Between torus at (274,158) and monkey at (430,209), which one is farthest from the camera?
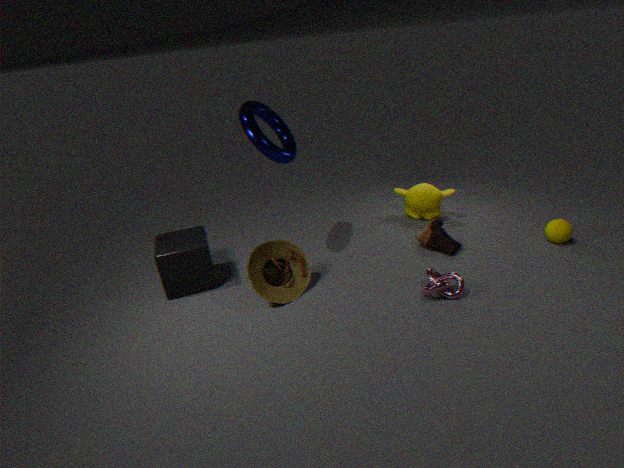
monkey at (430,209)
